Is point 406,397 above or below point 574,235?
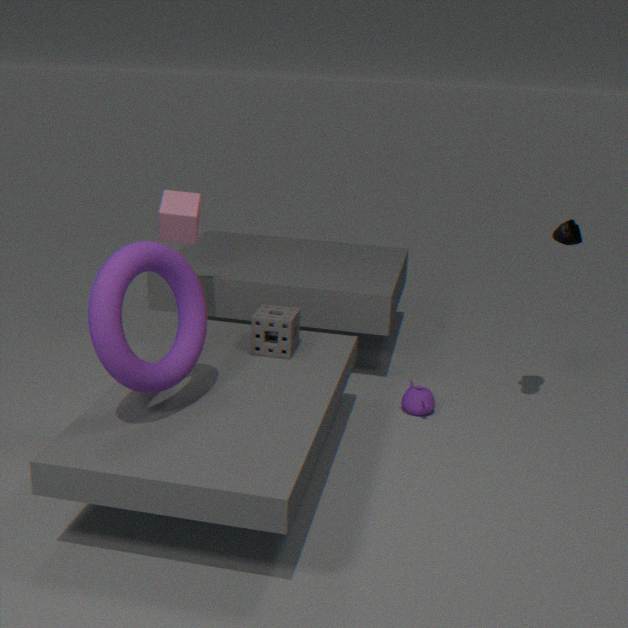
below
